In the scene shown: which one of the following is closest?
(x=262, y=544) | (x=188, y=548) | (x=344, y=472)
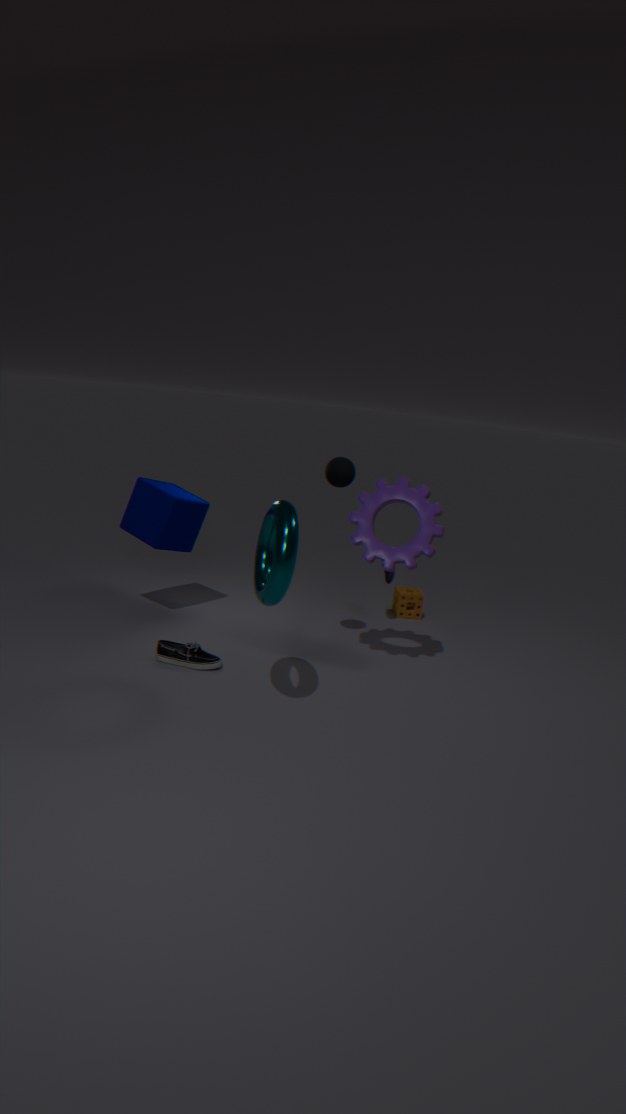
(x=262, y=544)
